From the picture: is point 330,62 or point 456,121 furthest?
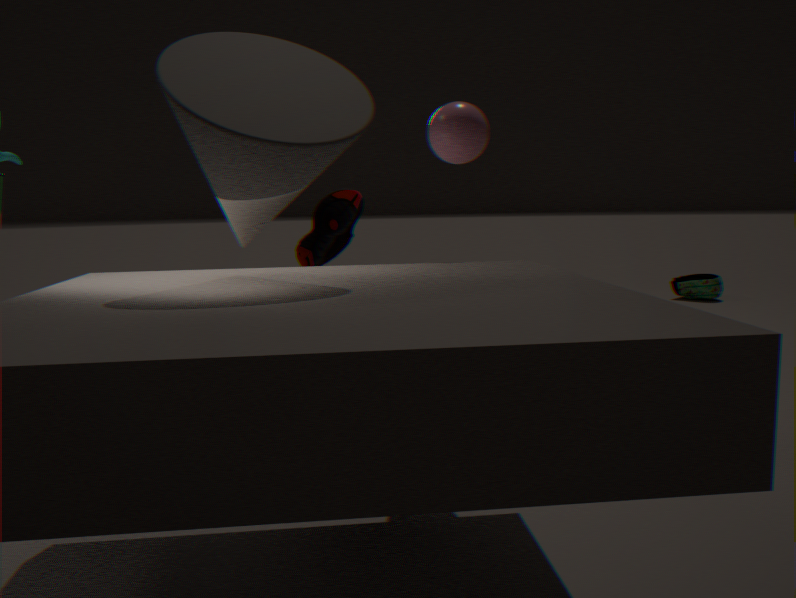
point 456,121
